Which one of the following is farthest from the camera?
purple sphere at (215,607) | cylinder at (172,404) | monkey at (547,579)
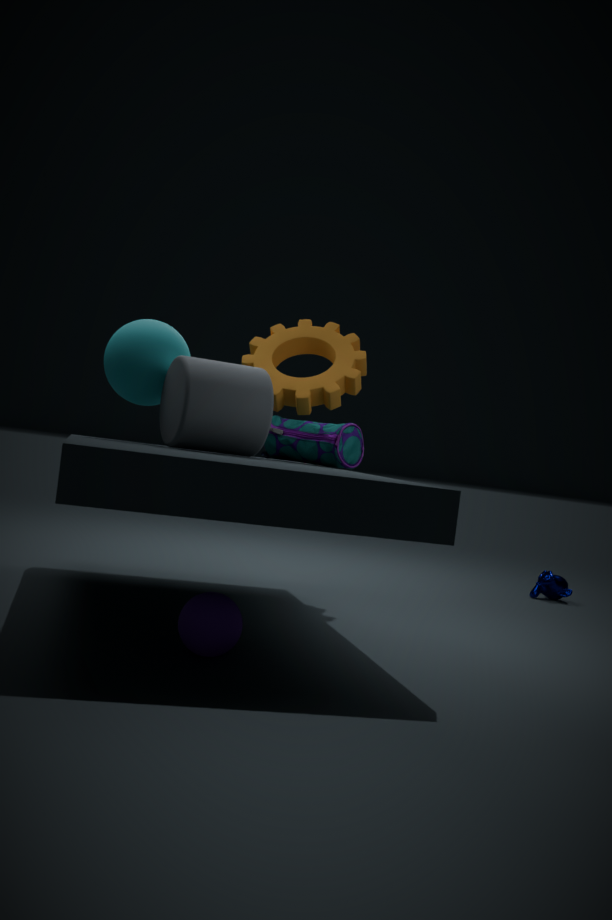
monkey at (547,579)
